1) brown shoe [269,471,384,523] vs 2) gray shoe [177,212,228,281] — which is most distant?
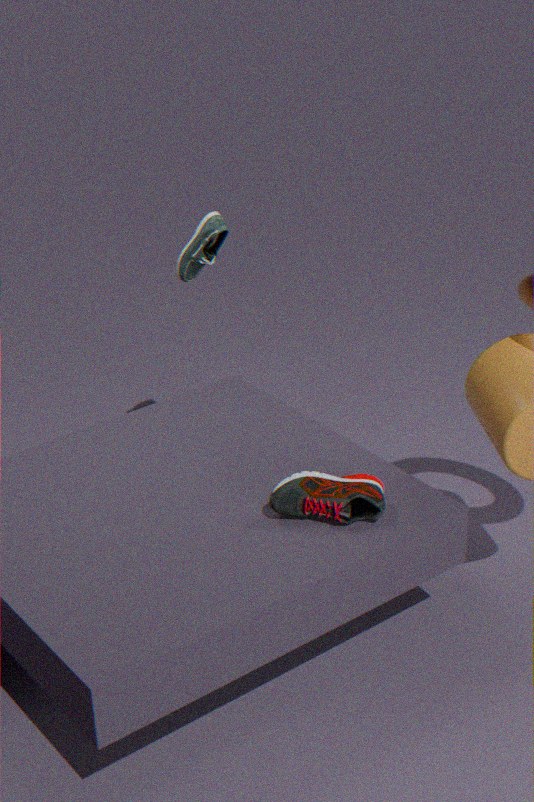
2. gray shoe [177,212,228,281]
